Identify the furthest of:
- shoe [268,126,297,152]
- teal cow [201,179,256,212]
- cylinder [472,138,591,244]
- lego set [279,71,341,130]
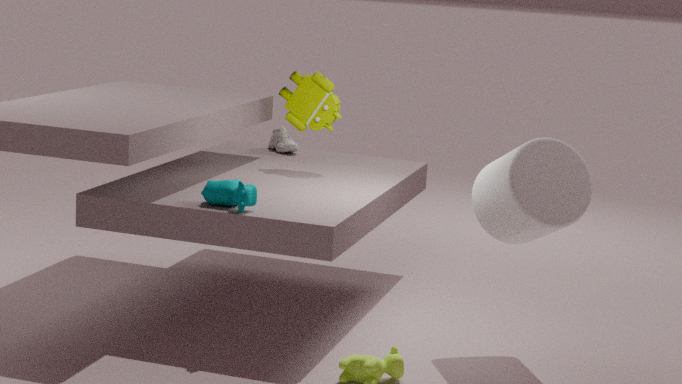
shoe [268,126,297,152]
